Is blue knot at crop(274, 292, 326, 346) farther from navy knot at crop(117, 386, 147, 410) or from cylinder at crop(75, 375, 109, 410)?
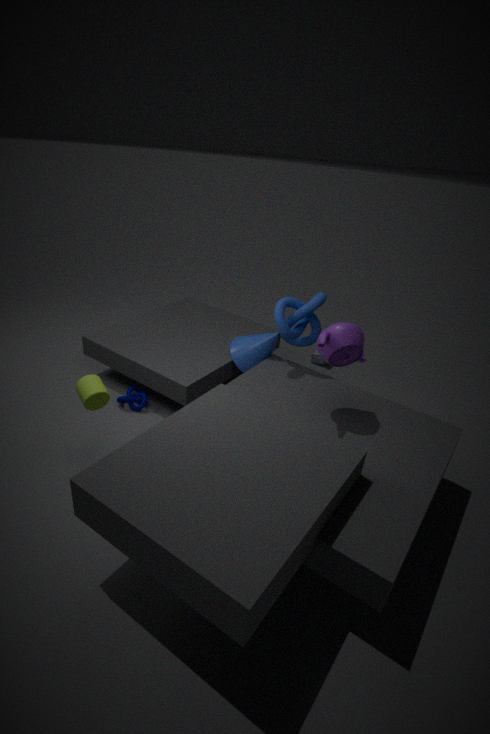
cylinder at crop(75, 375, 109, 410)
